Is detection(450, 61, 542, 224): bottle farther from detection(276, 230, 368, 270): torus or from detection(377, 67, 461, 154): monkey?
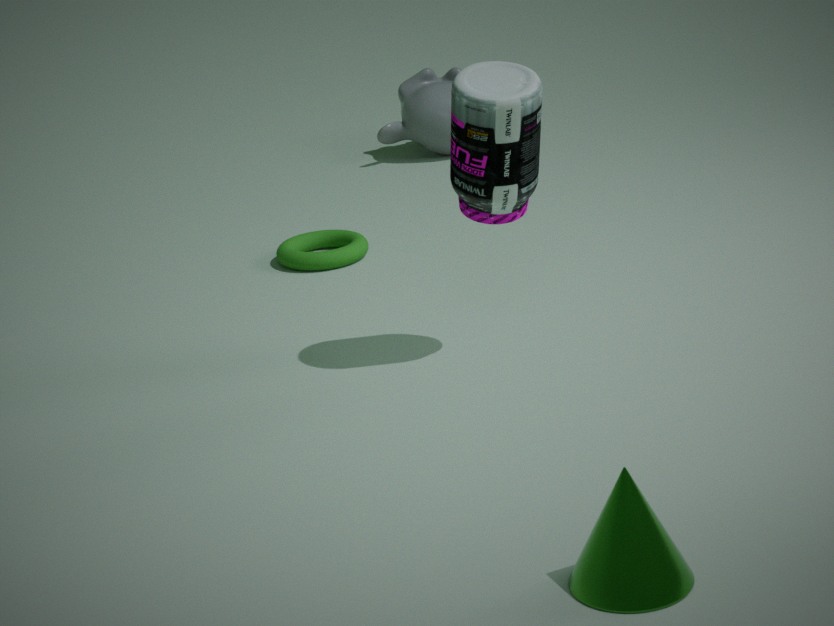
detection(377, 67, 461, 154): monkey
